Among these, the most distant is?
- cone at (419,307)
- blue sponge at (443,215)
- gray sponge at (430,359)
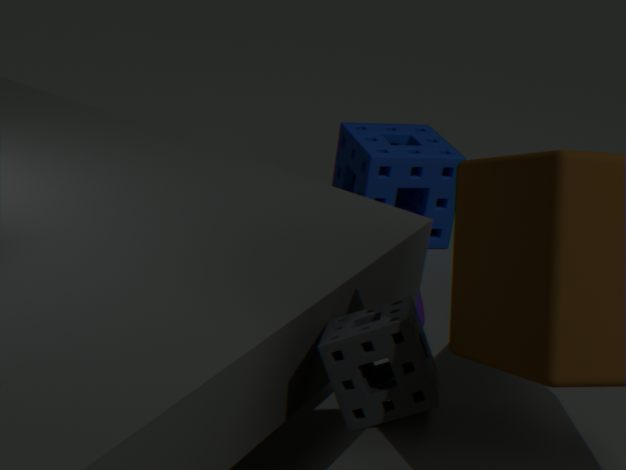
blue sponge at (443,215)
